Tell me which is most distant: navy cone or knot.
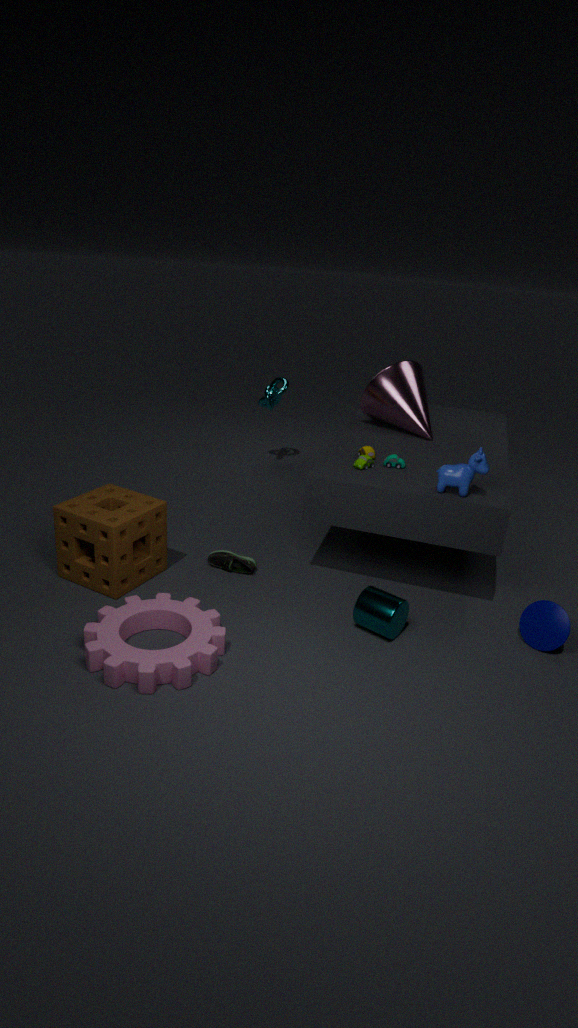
knot
